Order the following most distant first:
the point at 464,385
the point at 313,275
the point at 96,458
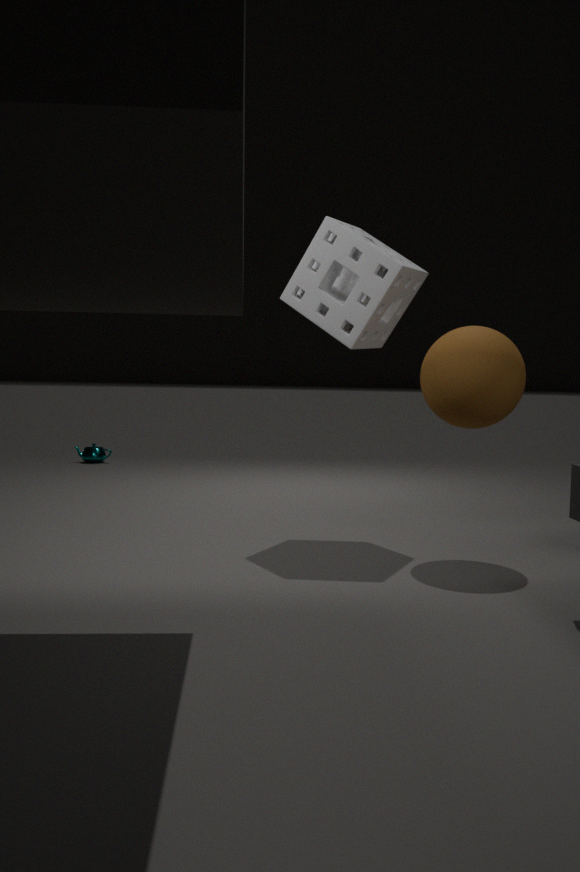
the point at 96,458 → the point at 313,275 → the point at 464,385
